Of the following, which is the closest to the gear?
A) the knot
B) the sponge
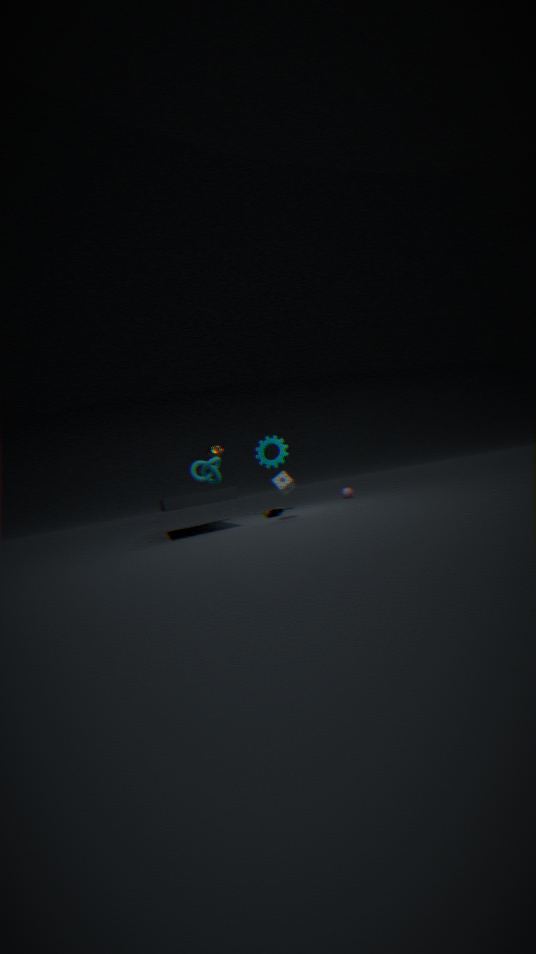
the knot
